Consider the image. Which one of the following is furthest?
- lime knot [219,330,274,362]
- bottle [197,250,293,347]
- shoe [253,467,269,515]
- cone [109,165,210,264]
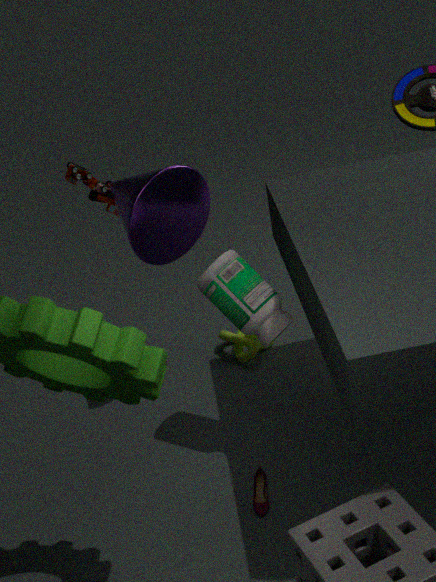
lime knot [219,330,274,362]
